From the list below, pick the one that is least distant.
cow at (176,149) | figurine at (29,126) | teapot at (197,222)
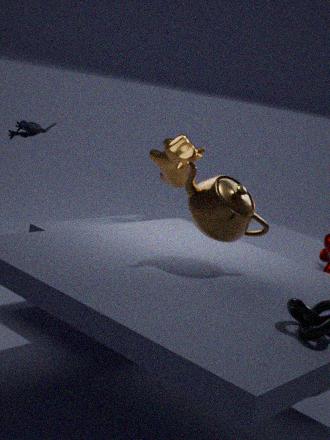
teapot at (197,222)
